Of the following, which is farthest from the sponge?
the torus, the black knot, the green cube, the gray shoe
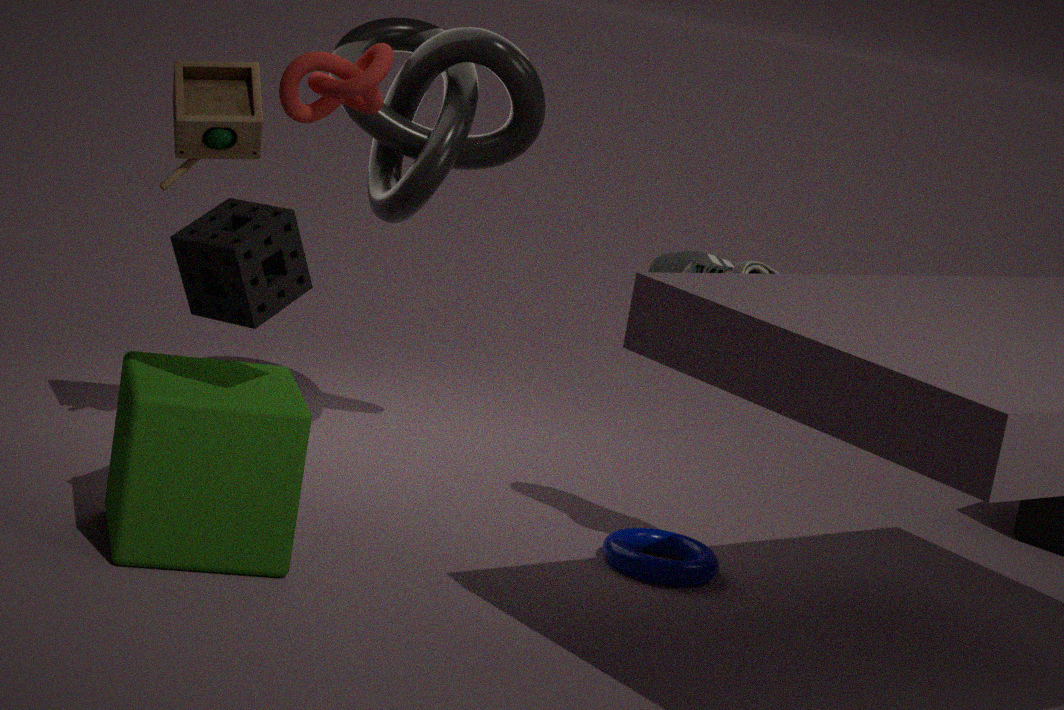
the torus
